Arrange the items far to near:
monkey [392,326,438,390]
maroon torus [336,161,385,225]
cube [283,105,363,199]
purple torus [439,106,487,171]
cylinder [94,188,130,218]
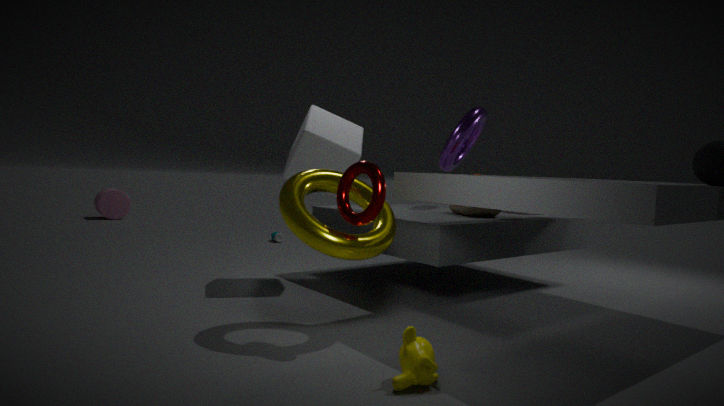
cylinder [94,188,130,218], purple torus [439,106,487,171], cube [283,105,363,199], maroon torus [336,161,385,225], monkey [392,326,438,390]
